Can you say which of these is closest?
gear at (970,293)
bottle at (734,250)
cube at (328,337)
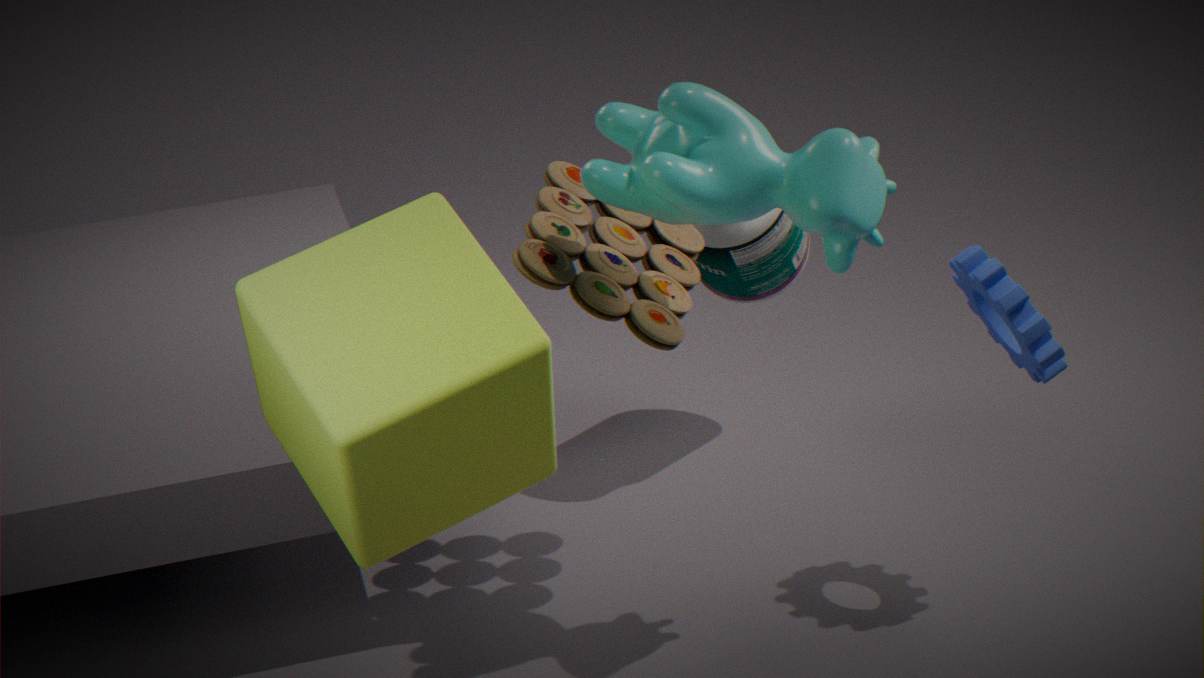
cube at (328,337)
